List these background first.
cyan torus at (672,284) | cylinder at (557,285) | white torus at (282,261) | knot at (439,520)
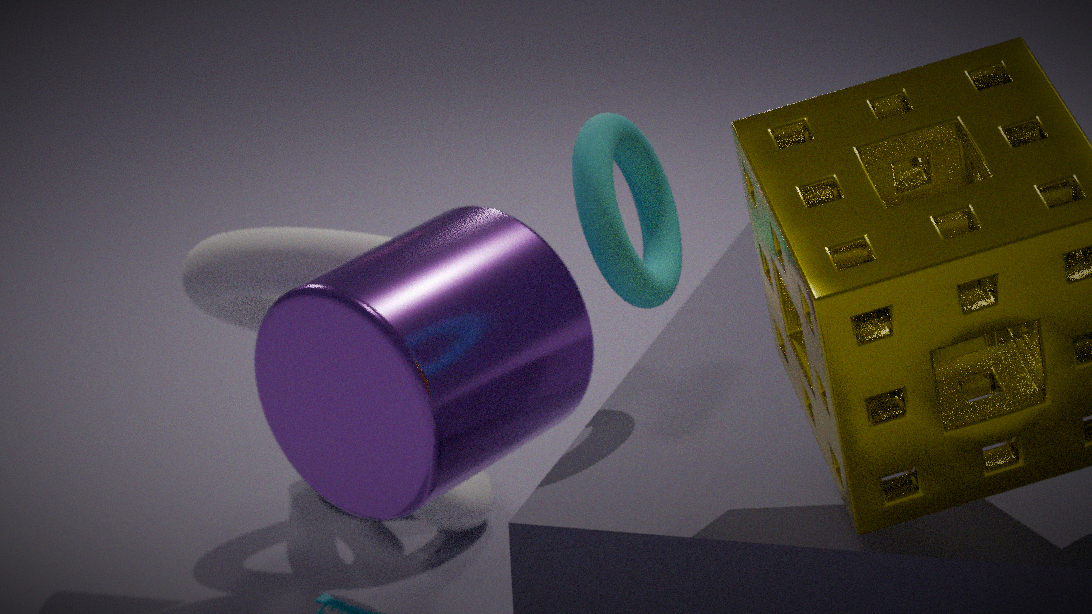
knot at (439,520) < white torus at (282,261) < cylinder at (557,285) < cyan torus at (672,284)
